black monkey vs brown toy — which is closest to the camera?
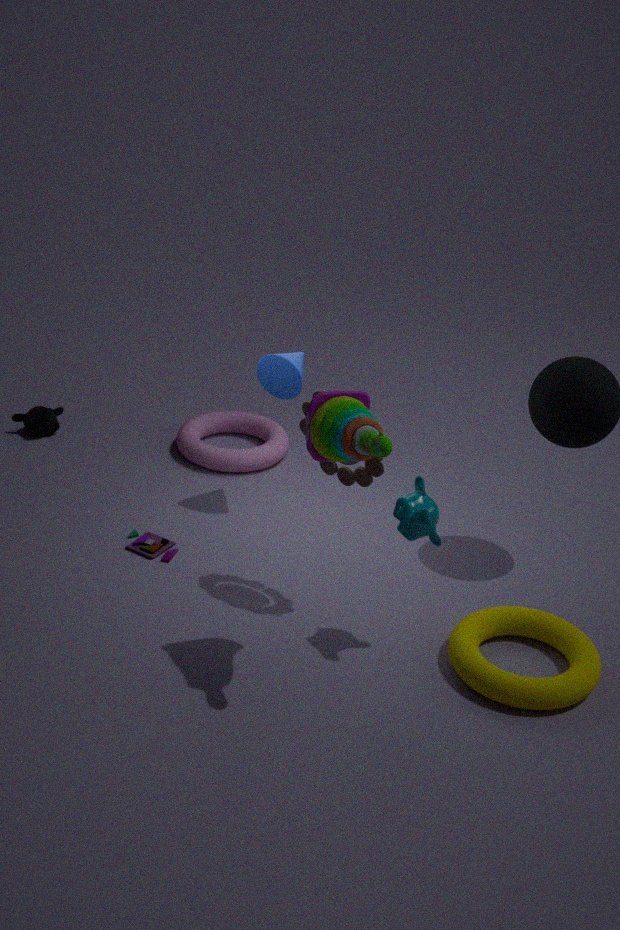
brown toy
